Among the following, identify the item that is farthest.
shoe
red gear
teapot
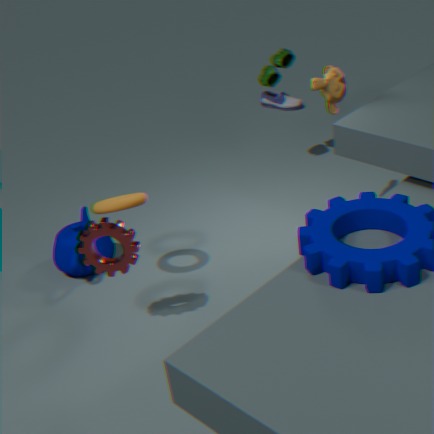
shoe
